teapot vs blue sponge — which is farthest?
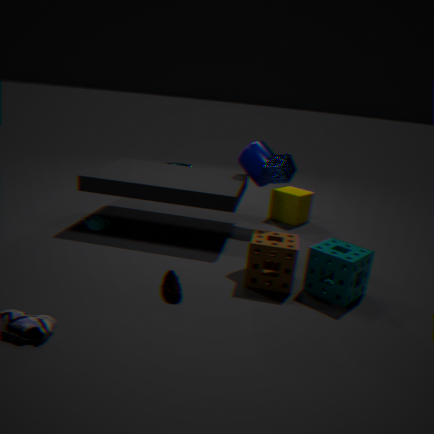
teapot
